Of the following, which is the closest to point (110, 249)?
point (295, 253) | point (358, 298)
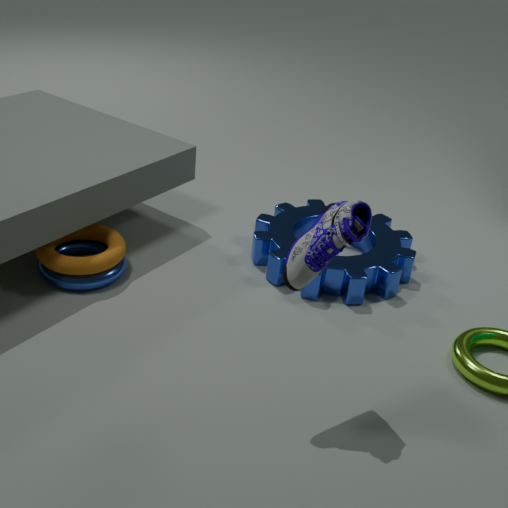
point (358, 298)
